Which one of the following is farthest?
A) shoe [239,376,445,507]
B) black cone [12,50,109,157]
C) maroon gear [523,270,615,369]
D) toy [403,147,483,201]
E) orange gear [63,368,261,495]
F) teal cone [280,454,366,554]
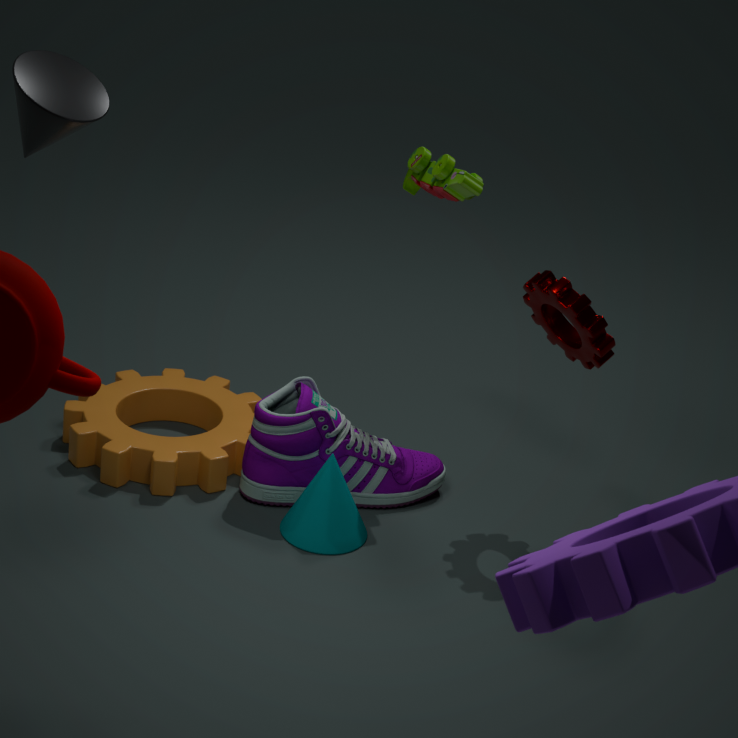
orange gear [63,368,261,495]
